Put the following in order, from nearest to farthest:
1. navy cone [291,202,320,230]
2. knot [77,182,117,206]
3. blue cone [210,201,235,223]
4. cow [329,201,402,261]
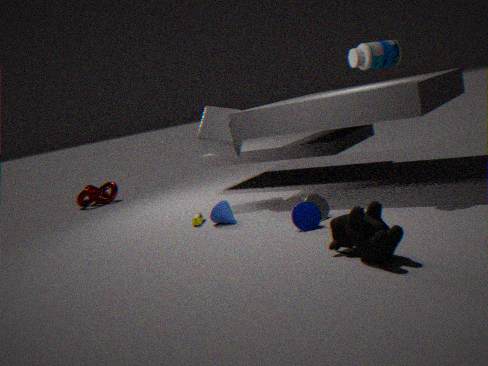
cow [329,201,402,261]
navy cone [291,202,320,230]
blue cone [210,201,235,223]
knot [77,182,117,206]
